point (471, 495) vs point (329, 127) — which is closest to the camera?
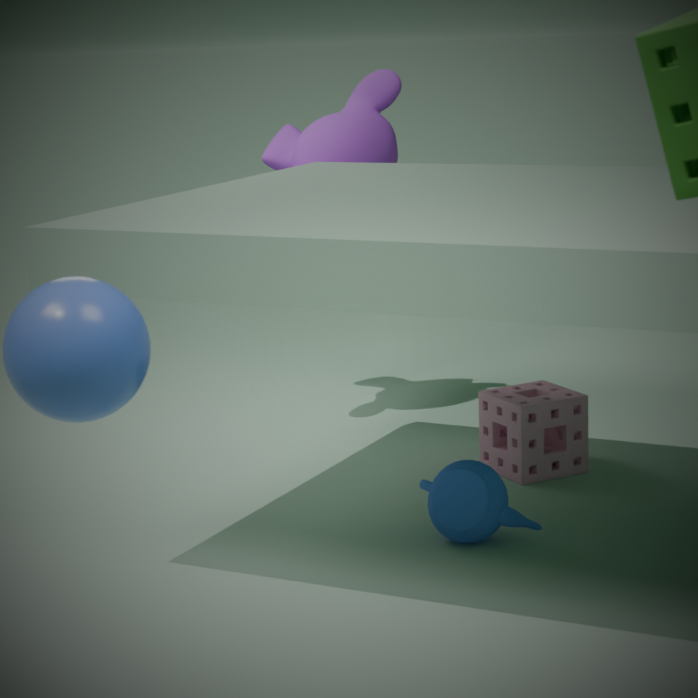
point (471, 495)
